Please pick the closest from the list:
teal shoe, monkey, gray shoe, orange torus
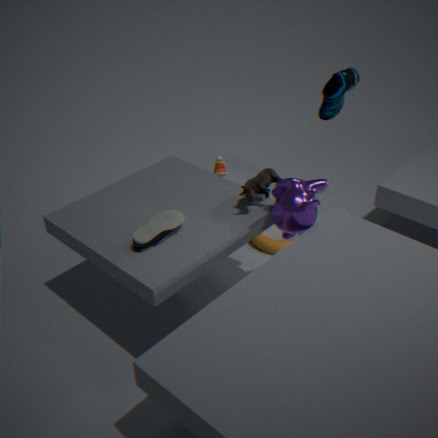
gray shoe
